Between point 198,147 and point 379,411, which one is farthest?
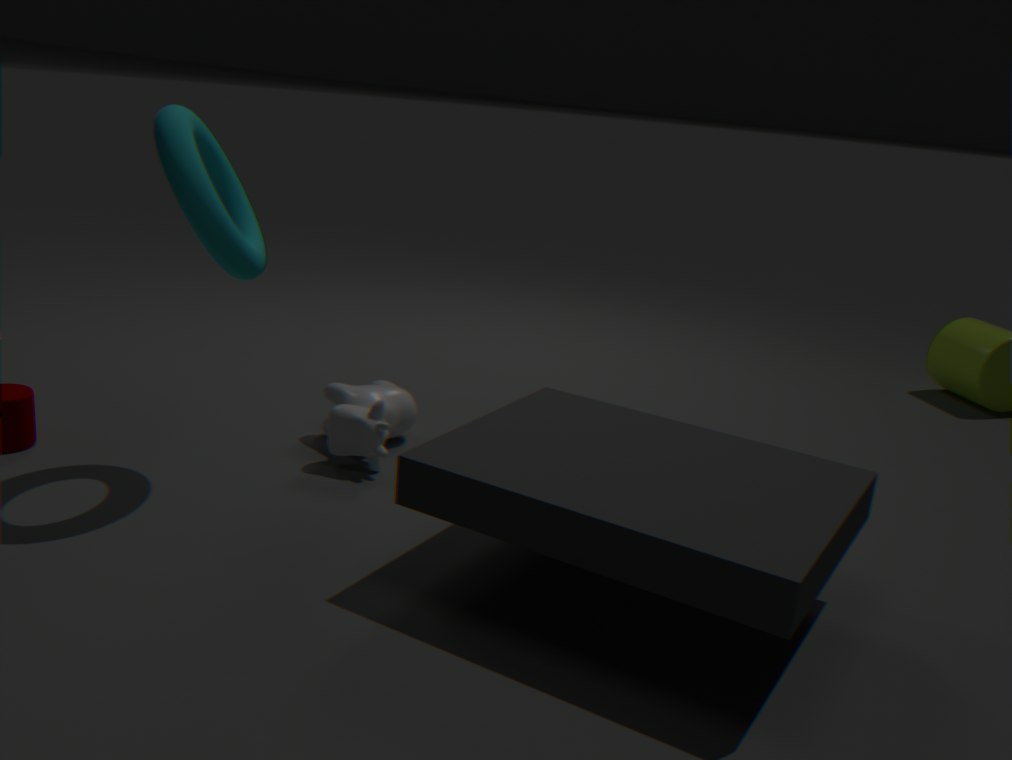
point 379,411
